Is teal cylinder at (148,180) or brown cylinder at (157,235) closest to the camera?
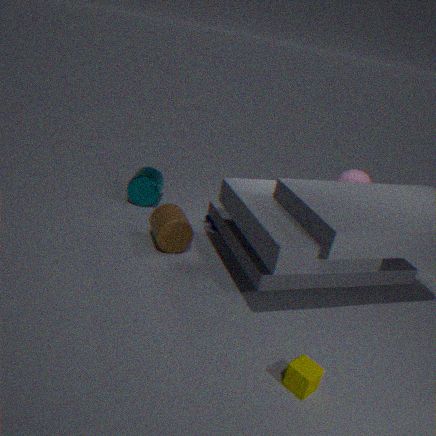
brown cylinder at (157,235)
